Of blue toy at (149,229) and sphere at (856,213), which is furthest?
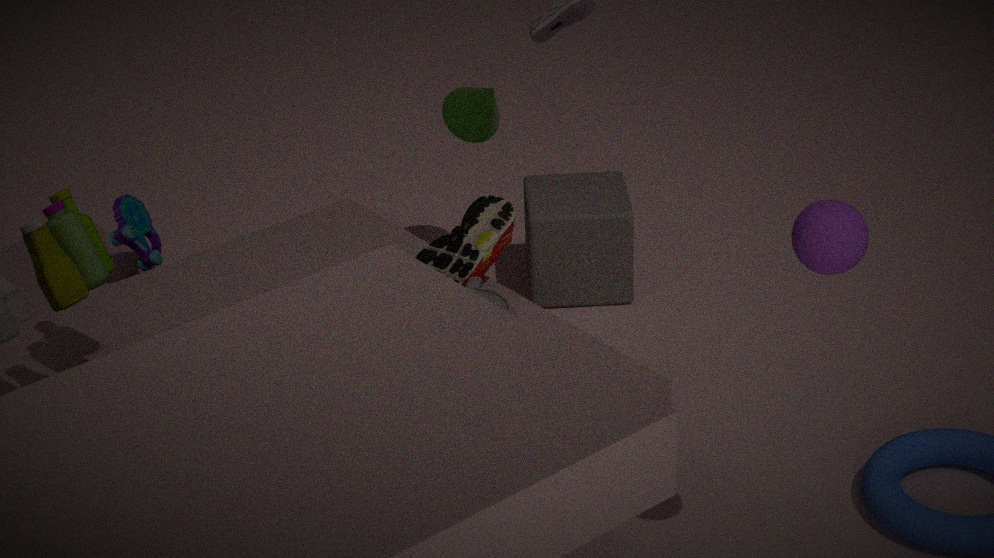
blue toy at (149,229)
